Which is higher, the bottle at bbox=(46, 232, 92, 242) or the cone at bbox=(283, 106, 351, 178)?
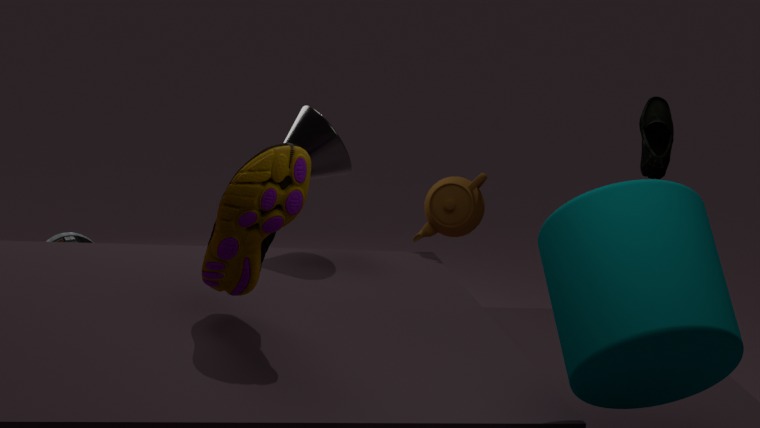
the cone at bbox=(283, 106, 351, 178)
